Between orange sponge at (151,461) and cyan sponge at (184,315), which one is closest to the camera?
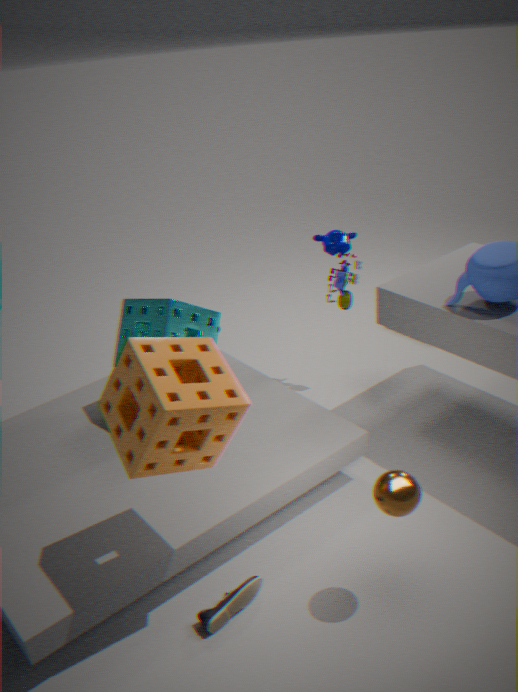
orange sponge at (151,461)
